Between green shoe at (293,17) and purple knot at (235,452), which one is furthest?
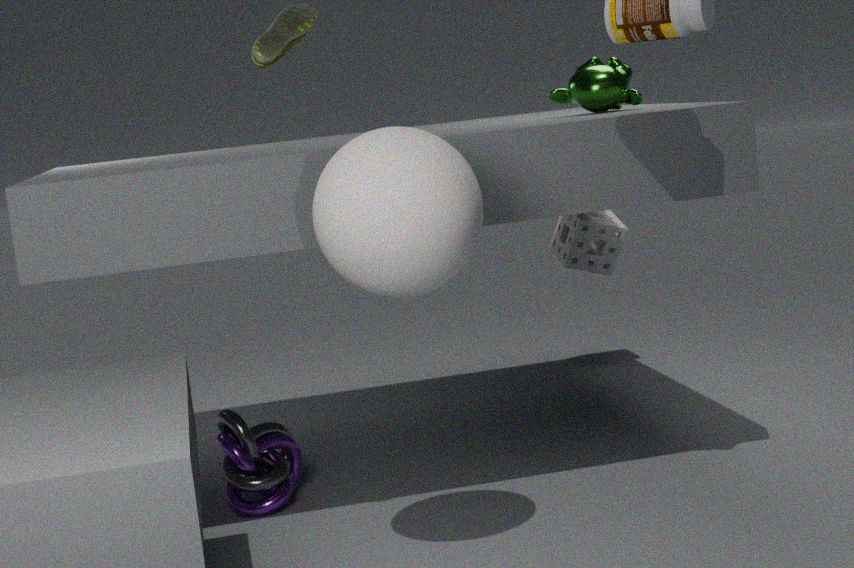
purple knot at (235,452)
